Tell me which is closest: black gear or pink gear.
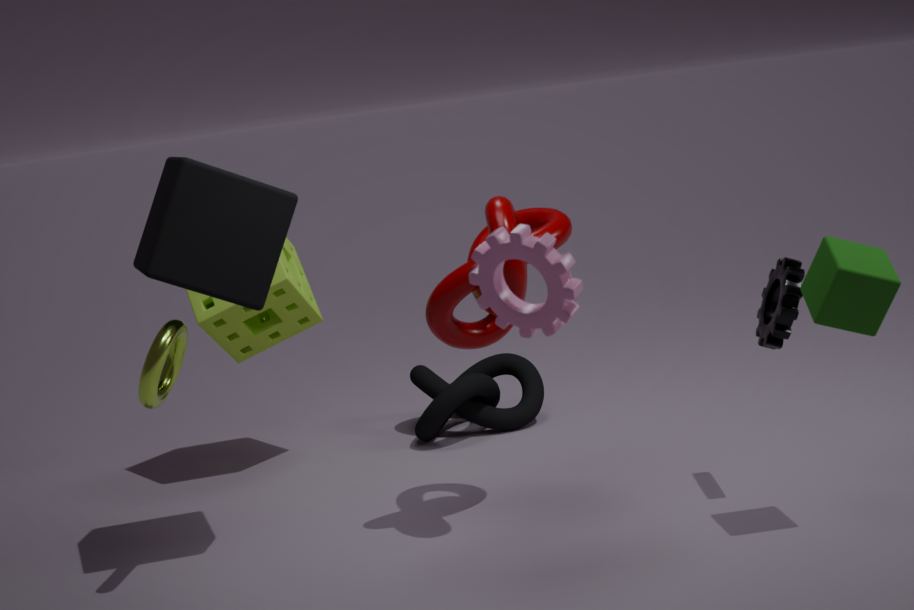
pink gear
